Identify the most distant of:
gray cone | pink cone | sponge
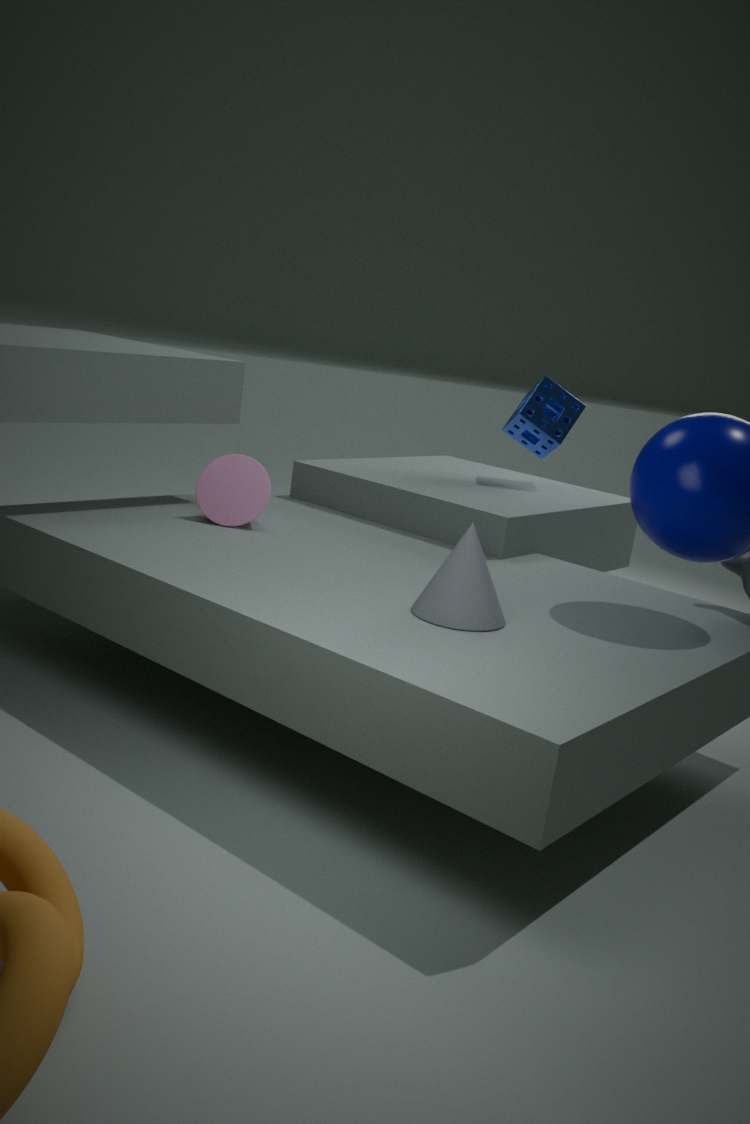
sponge
